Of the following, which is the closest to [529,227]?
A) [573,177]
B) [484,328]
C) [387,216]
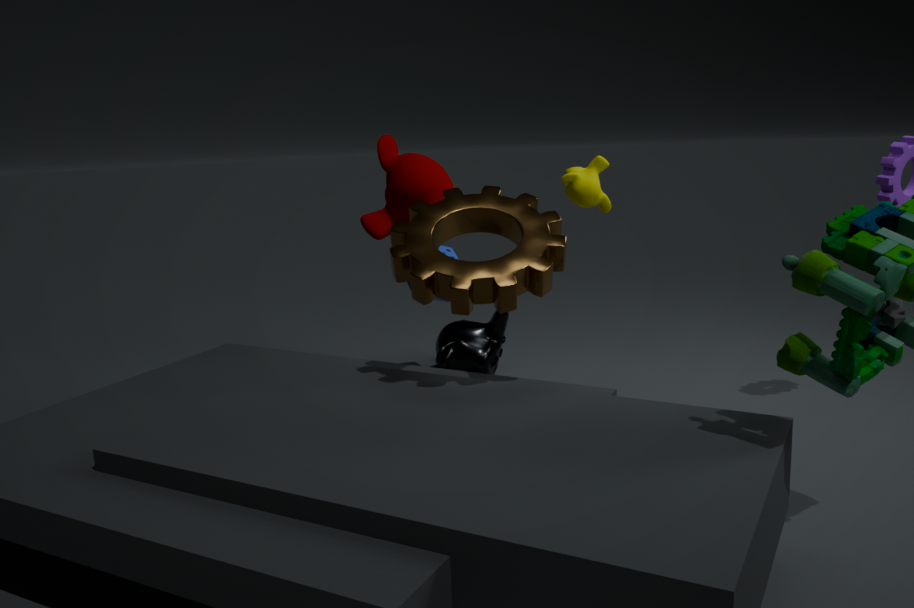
[573,177]
